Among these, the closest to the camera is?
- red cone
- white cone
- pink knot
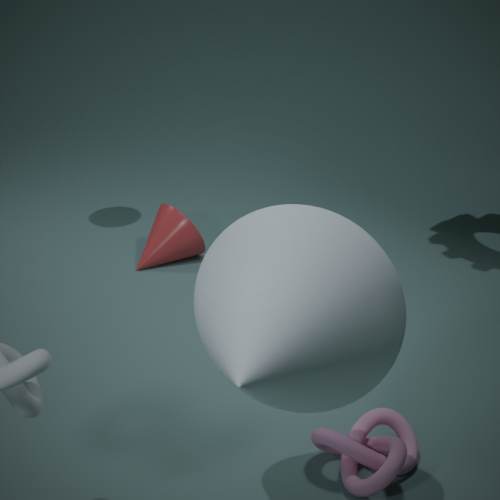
white cone
